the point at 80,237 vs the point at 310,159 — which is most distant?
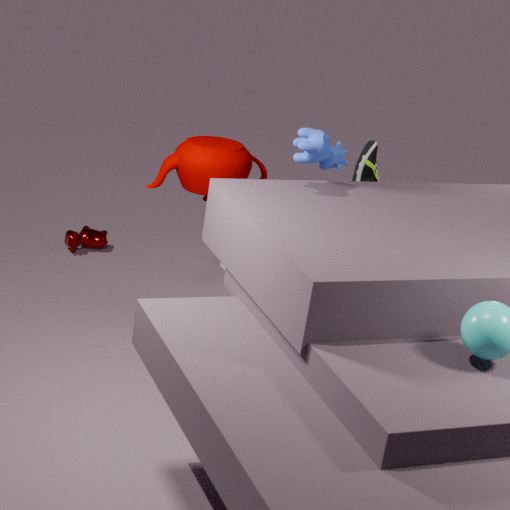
the point at 80,237
